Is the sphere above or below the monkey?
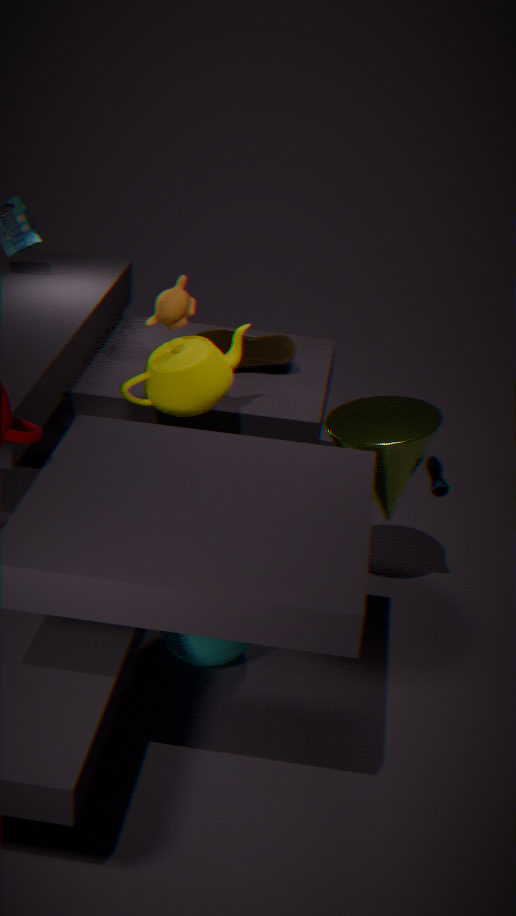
below
